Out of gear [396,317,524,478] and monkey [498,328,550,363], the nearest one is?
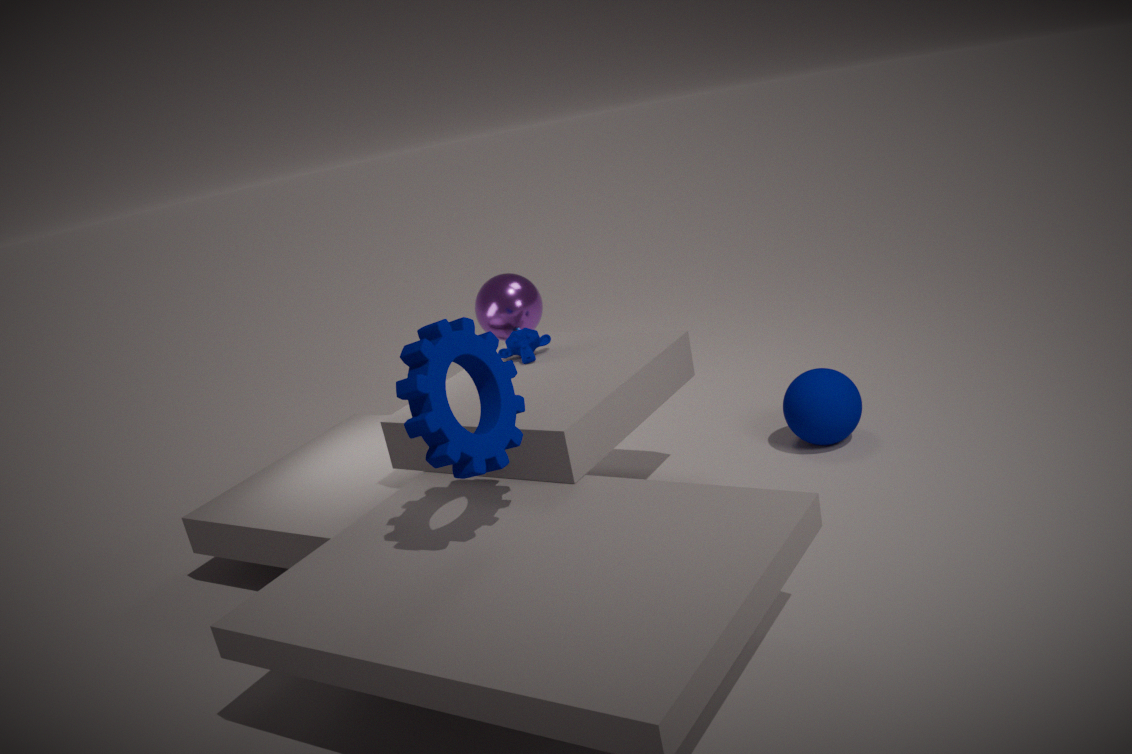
gear [396,317,524,478]
